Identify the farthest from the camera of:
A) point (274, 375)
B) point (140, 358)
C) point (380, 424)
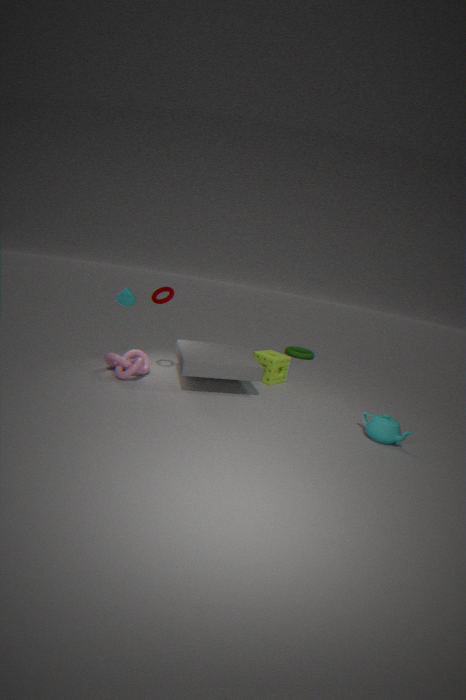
point (274, 375)
